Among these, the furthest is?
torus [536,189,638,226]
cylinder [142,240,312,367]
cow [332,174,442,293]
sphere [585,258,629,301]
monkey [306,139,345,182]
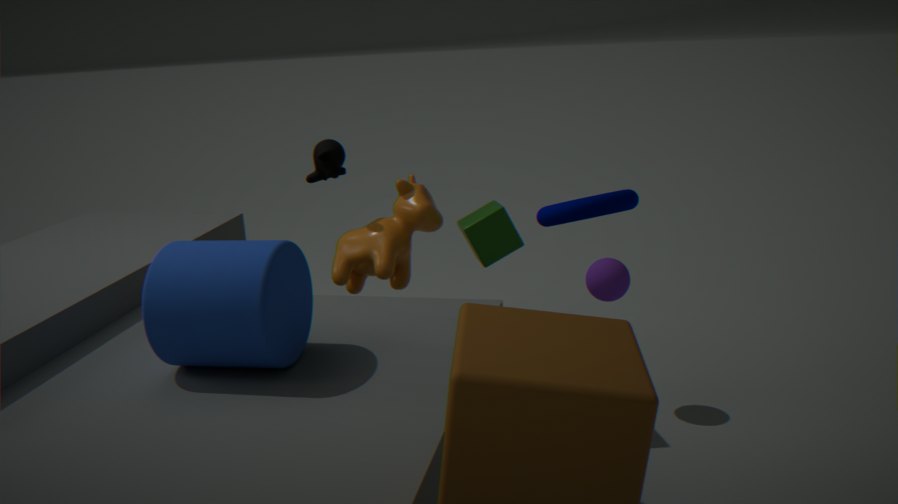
sphere [585,258,629,301]
